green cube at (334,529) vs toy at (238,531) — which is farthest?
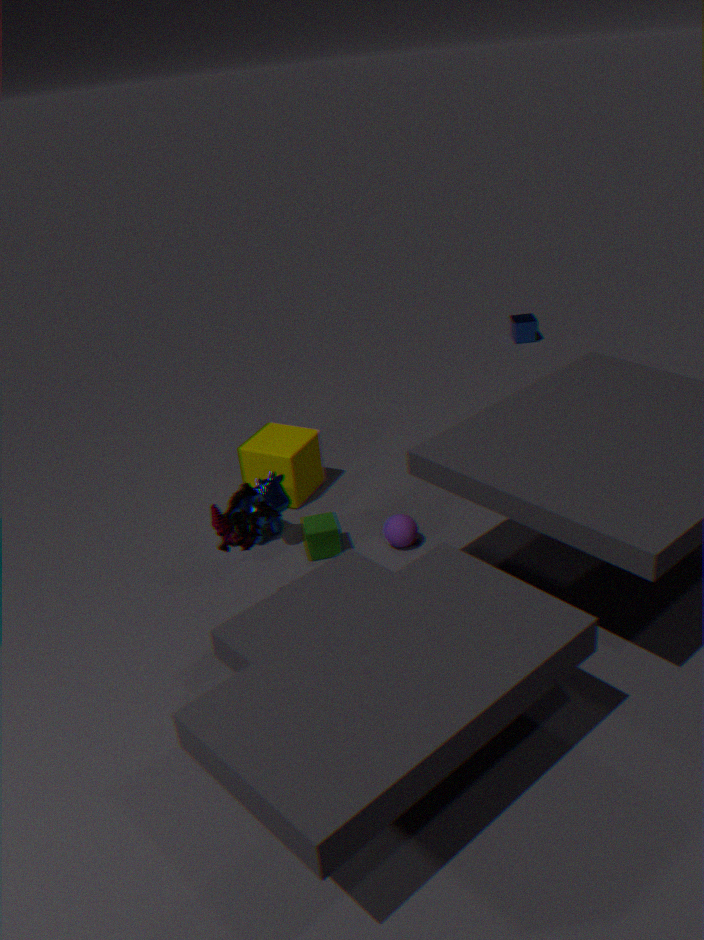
green cube at (334,529)
